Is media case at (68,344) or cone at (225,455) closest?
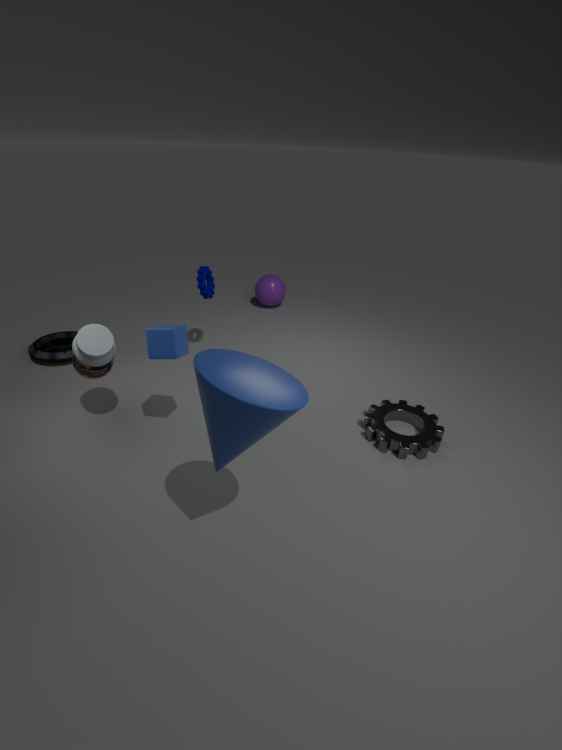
cone at (225,455)
